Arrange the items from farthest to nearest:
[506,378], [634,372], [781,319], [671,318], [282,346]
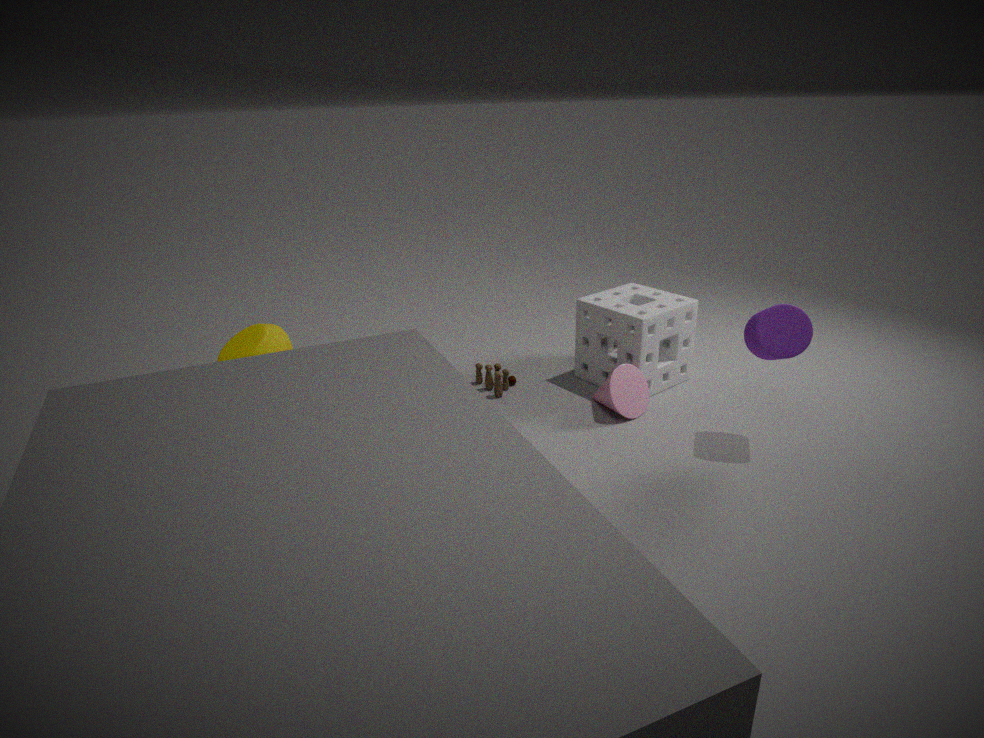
[506,378], [282,346], [671,318], [634,372], [781,319]
